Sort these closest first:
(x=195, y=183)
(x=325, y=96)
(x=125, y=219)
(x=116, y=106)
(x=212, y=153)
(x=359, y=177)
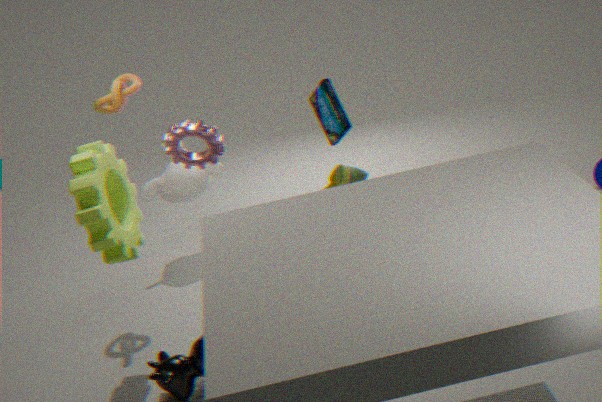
(x=359, y=177) → (x=212, y=153) → (x=125, y=219) → (x=116, y=106) → (x=325, y=96) → (x=195, y=183)
